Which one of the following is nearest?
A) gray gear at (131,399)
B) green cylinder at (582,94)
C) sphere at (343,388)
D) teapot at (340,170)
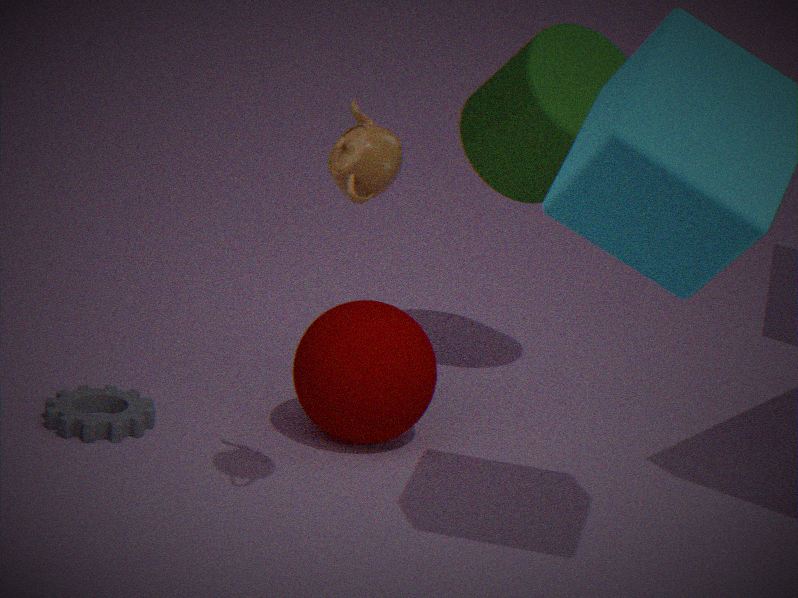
teapot at (340,170)
